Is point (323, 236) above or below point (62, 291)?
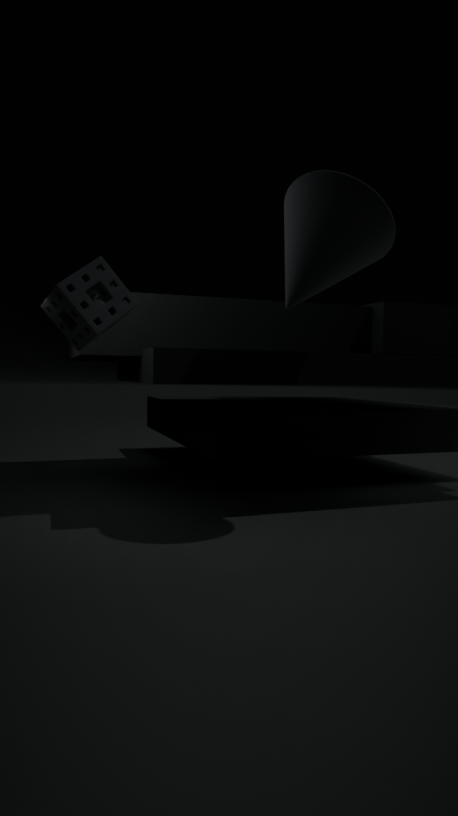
above
